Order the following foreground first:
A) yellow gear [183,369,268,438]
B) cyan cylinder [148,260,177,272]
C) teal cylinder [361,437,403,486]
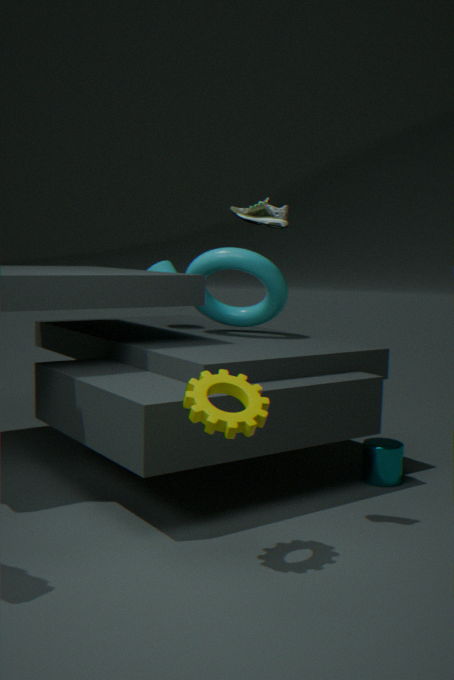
yellow gear [183,369,268,438] → teal cylinder [361,437,403,486] → cyan cylinder [148,260,177,272]
